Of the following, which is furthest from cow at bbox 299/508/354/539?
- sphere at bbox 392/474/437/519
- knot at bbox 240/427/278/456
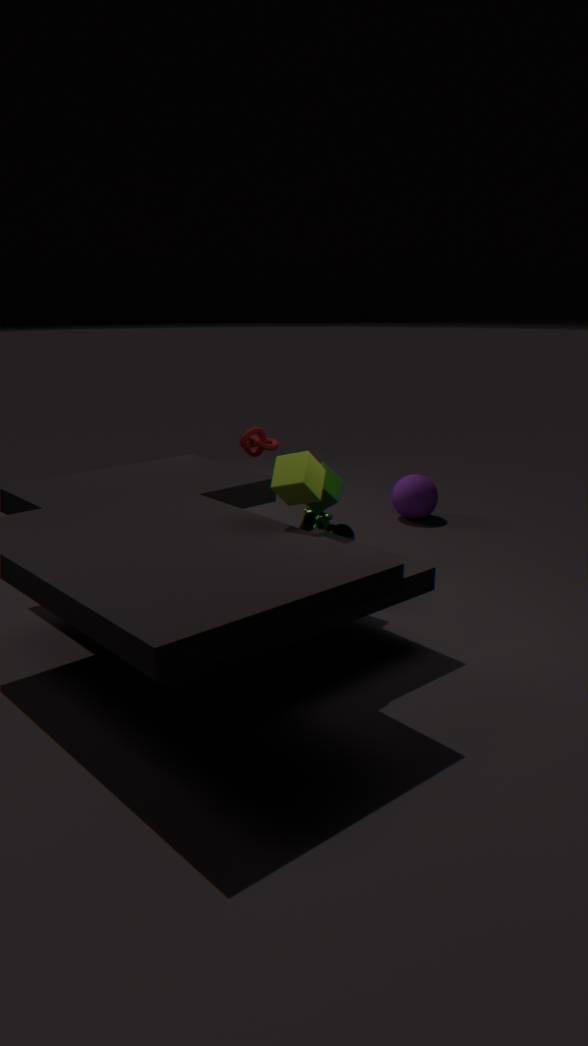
sphere at bbox 392/474/437/519
